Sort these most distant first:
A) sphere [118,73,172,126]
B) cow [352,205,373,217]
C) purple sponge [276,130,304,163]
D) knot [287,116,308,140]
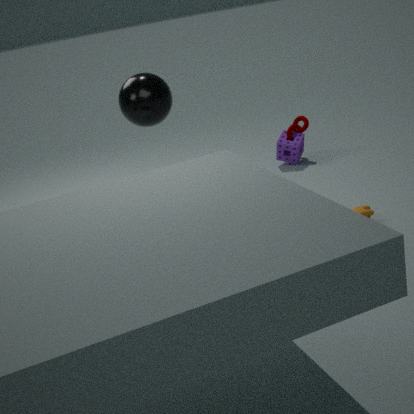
knot [287,116,308,140], purple sponge [276,130,304,163], sphere [118,73,172,126], cow [352,205,373,217]
